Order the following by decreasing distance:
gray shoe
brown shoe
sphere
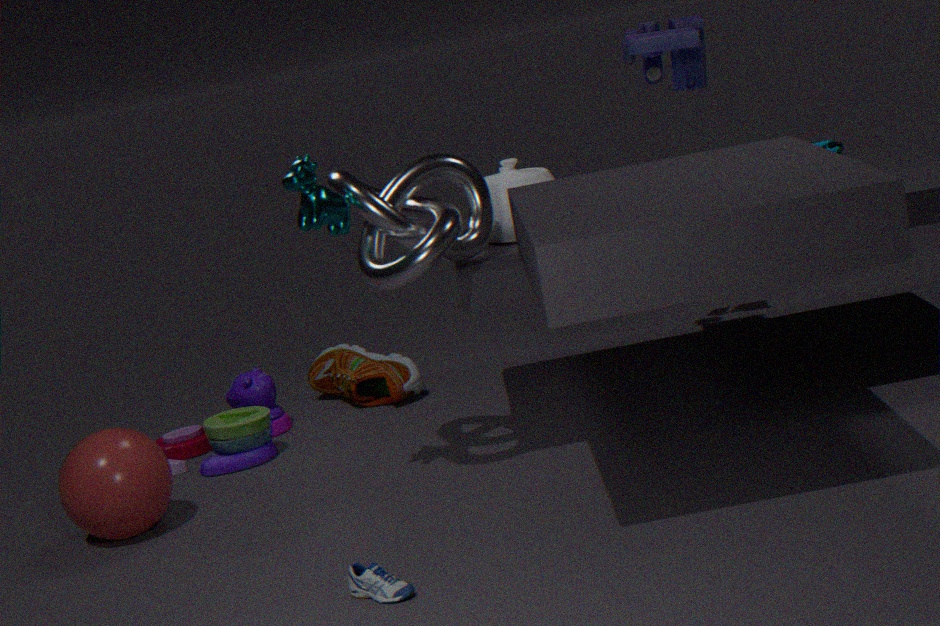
brown shoe → sphere → gray shoe
